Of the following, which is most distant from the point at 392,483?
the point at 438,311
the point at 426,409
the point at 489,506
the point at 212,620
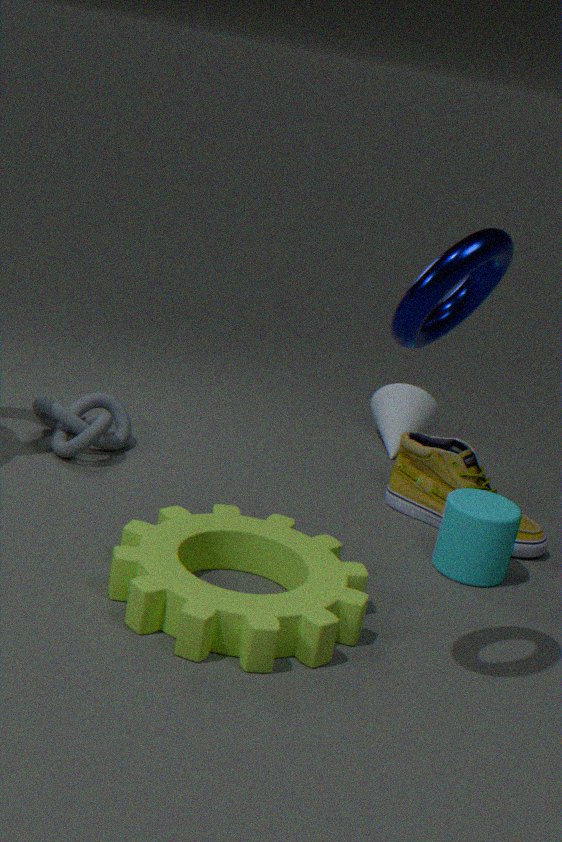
the point at 438,311
